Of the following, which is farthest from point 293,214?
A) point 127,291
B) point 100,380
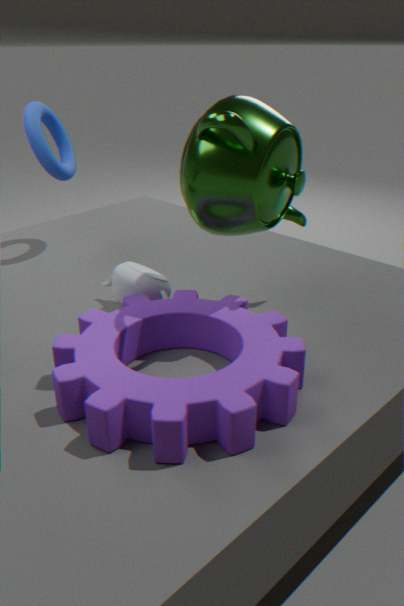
point 100,380
